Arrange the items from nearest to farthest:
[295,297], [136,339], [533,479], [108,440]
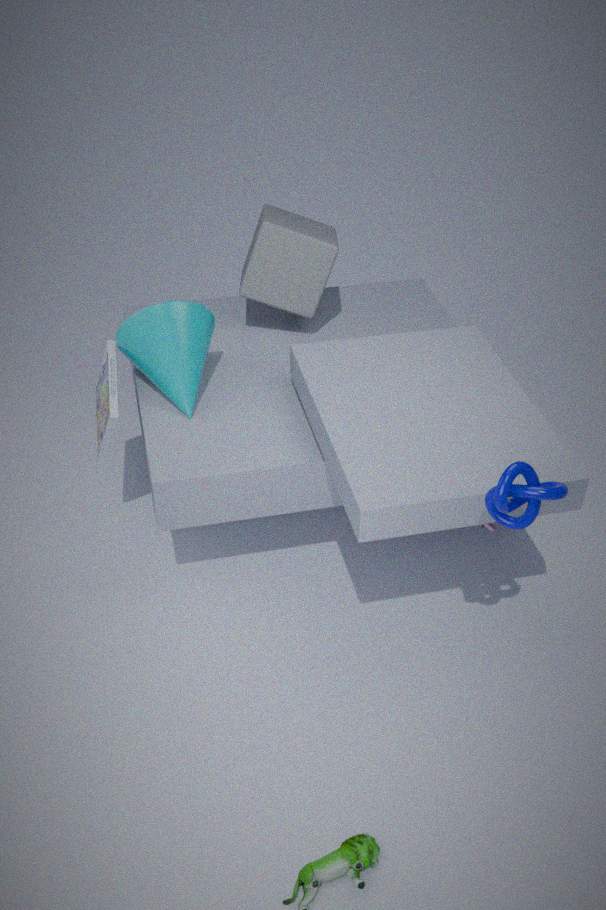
[533,479] < [108,440] < [136,339] < [295,297]
